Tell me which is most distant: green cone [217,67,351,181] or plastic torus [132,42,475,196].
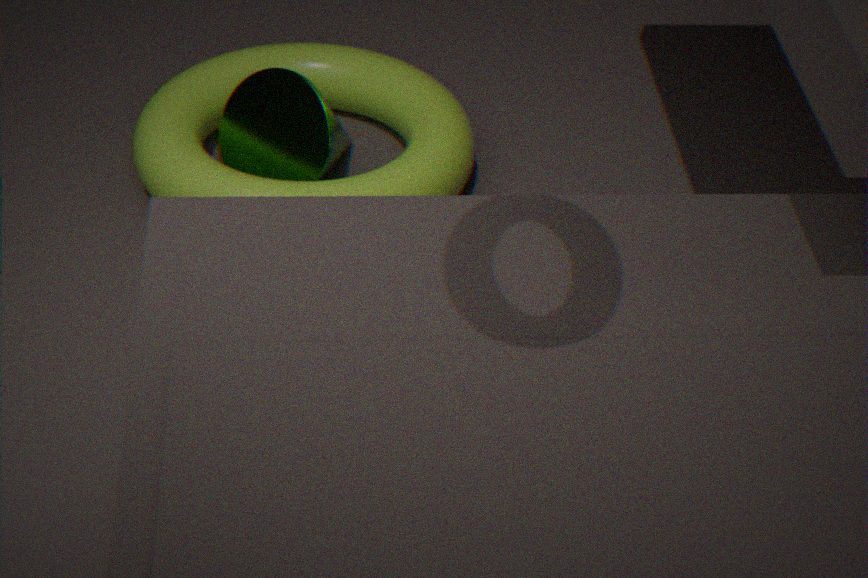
green cone [217,67,351,181]
